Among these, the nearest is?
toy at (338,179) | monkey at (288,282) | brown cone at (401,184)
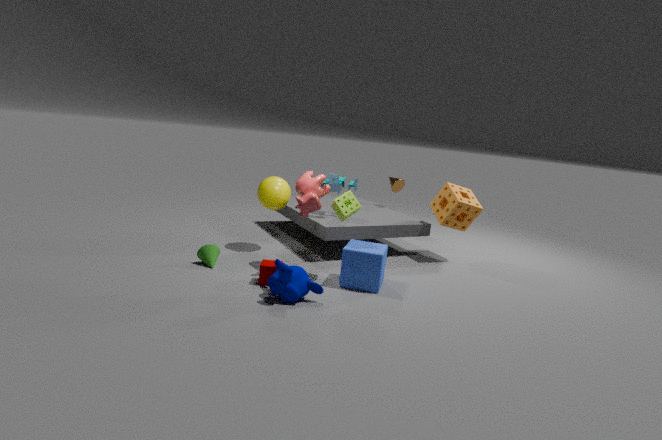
monkey at (288,282)
